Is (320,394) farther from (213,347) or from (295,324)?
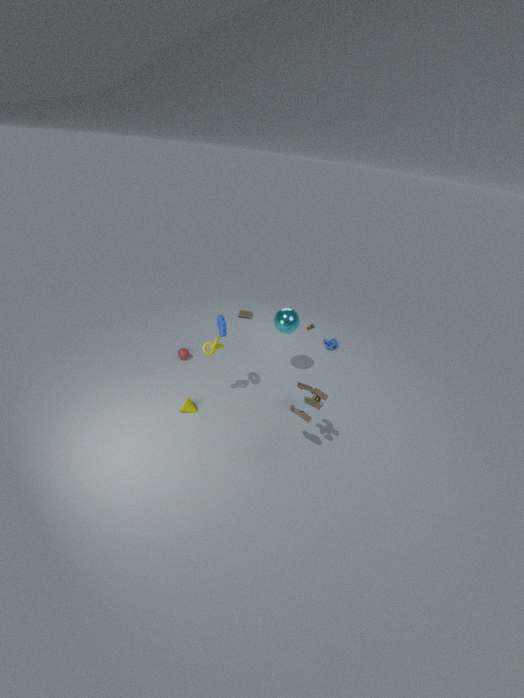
(295,324)
